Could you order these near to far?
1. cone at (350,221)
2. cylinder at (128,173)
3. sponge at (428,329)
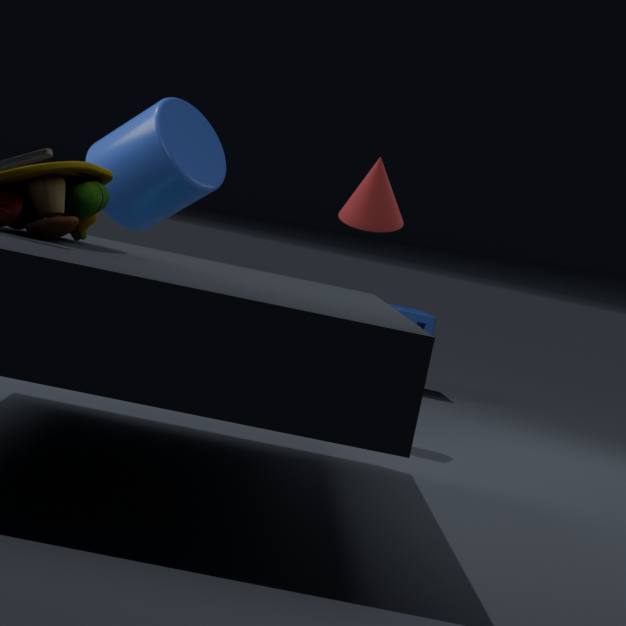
cone at (350,221), cylinder at (128,173), sponge at (428,329)
